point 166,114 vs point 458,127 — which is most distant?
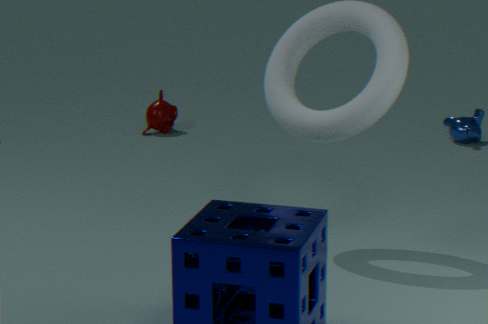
point 166,114
